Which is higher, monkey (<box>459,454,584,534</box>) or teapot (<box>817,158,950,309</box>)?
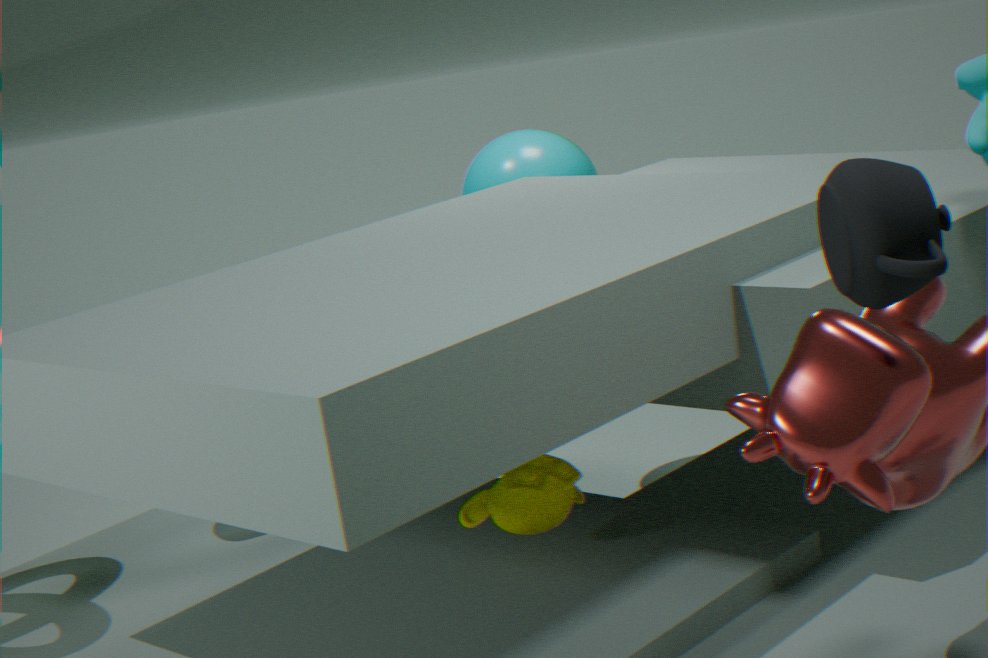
teapot (<box>817,158,950,309</box>)
